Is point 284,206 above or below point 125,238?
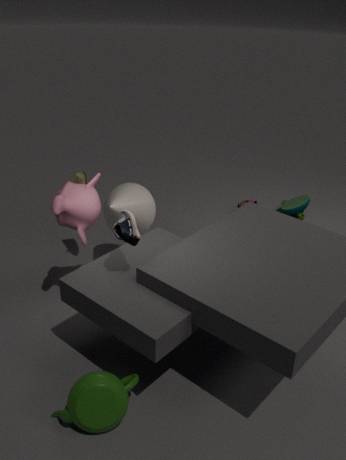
below
